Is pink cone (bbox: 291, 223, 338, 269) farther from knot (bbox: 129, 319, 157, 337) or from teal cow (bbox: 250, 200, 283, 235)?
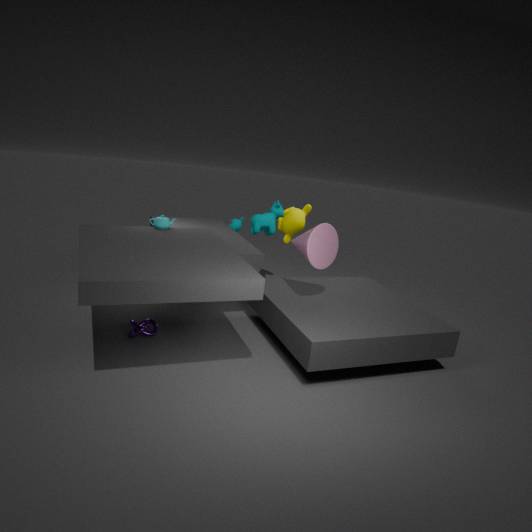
knot (bbox: 129, 319, 157, 337)
